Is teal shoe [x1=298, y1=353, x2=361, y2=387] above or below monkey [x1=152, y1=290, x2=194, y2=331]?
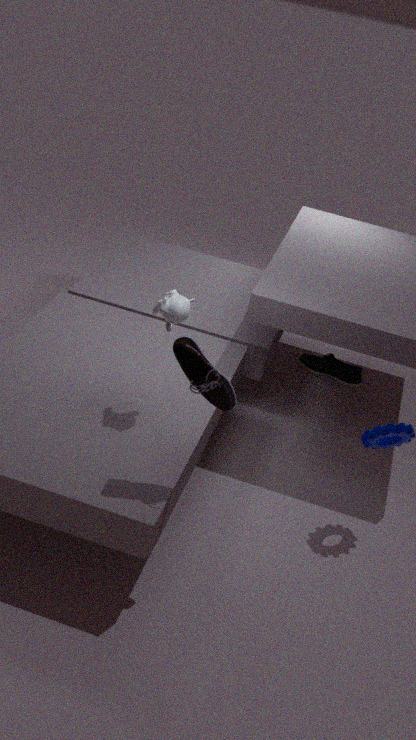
below
